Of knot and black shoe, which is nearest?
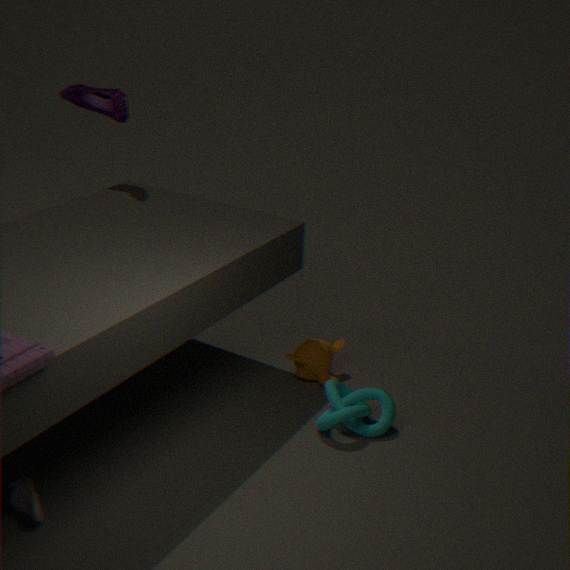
black shoe
